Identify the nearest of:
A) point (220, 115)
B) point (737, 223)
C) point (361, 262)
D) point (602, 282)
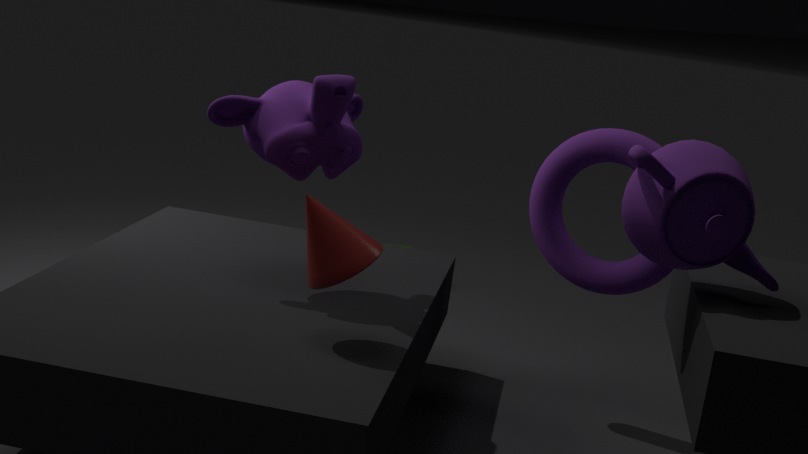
point (737, 223)
